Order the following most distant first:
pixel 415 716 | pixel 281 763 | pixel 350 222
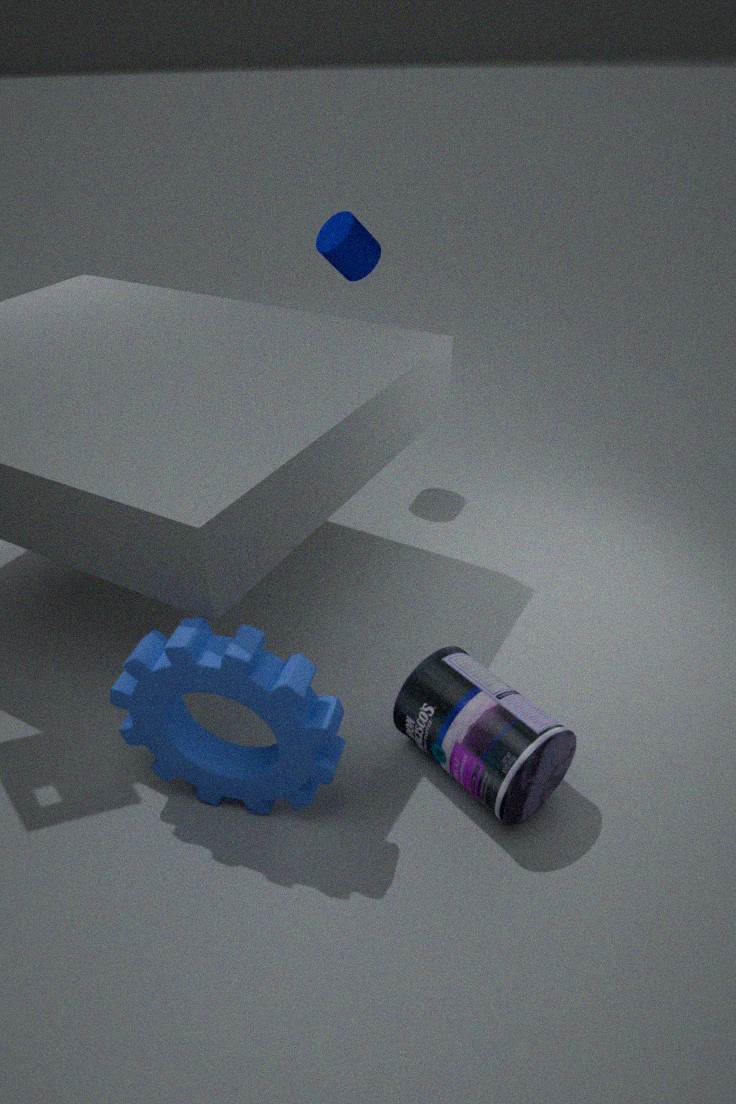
pixel 350 222 < pixel 415 716 < pixel 281 763
